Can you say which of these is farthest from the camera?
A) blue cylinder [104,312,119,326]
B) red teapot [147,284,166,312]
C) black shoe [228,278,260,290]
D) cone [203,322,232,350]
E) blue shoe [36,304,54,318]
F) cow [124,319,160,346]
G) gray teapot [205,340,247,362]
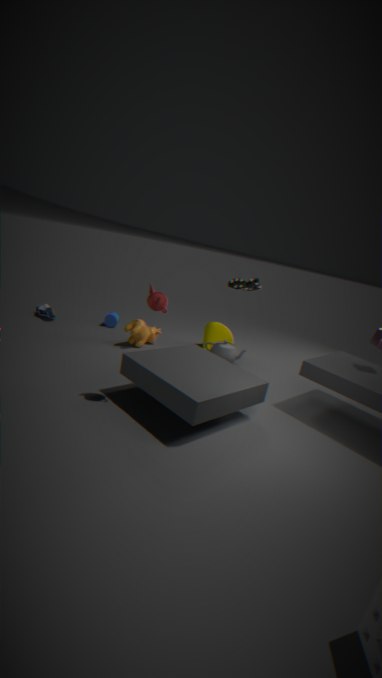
blue cylinder [104,312,119,326]
